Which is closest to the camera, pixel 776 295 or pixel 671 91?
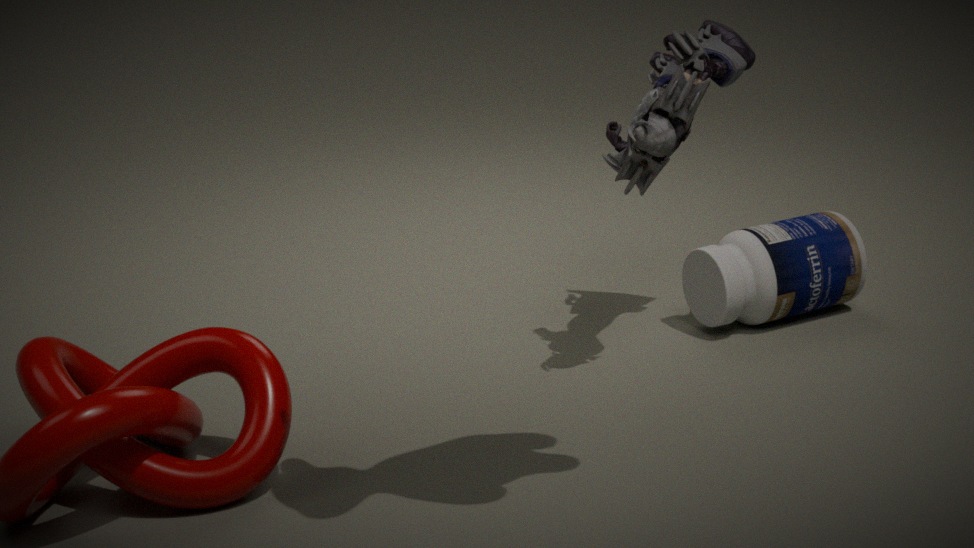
pixel 671 91
